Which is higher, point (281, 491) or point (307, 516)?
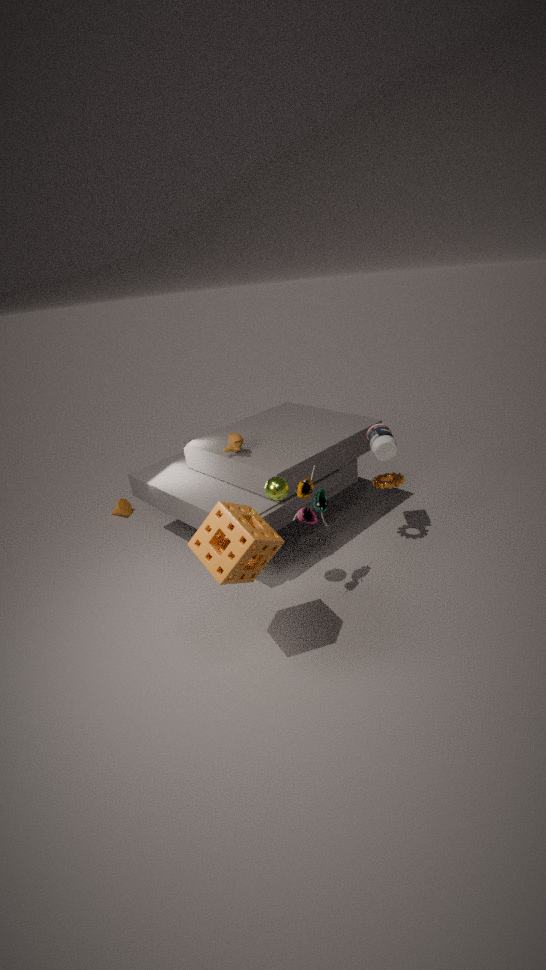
point (281, 491)
